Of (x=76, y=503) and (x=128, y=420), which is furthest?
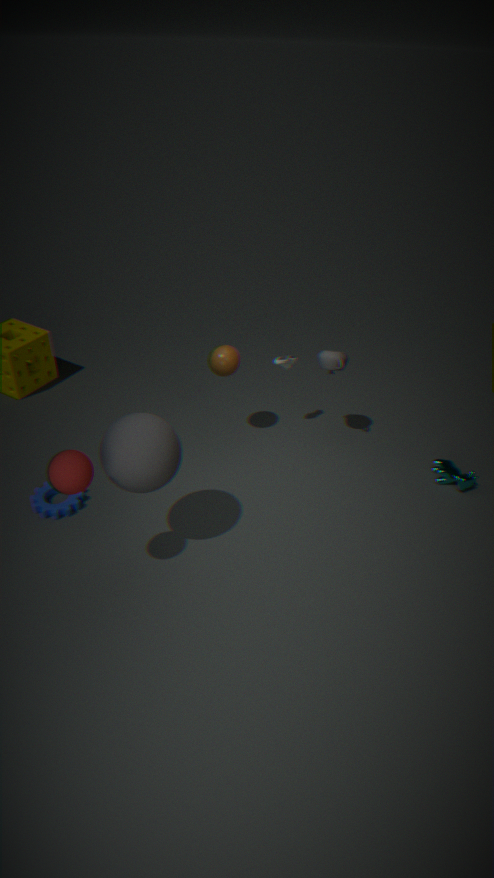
(x=76, y=503)
